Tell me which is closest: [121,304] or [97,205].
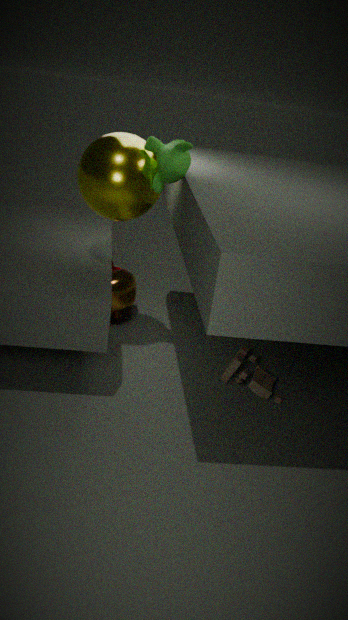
[97,205]
